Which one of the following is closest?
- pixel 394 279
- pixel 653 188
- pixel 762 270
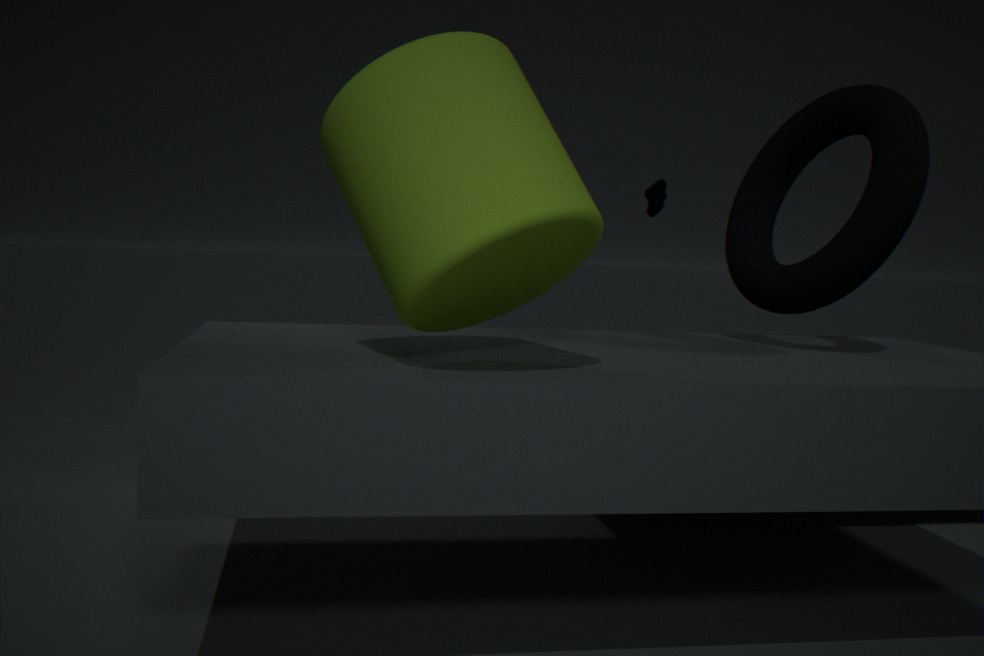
pixel 394 279
